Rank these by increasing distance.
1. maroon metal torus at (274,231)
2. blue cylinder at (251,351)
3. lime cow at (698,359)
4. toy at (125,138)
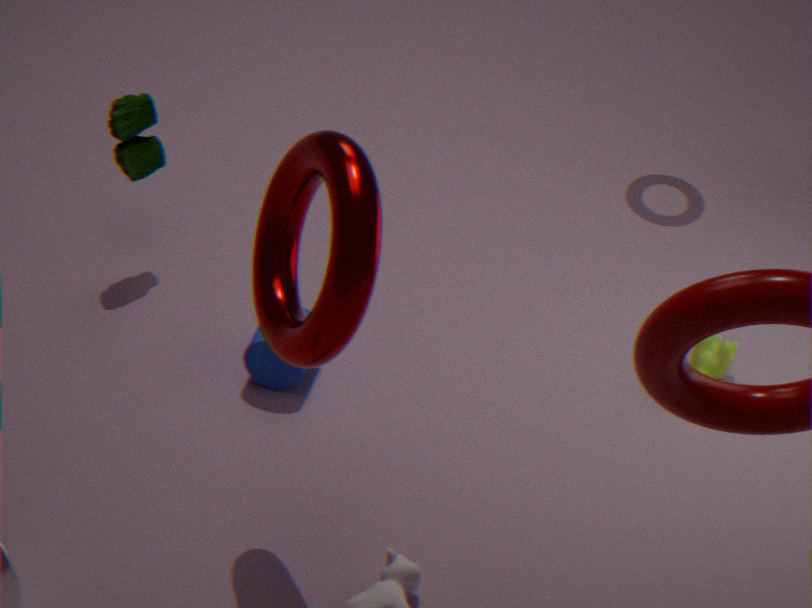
1. maroon metal torus at (274,231)
2. blue cylinder at (251,351)
3. lime cow at (698,359)
4. toy at (125,138)
